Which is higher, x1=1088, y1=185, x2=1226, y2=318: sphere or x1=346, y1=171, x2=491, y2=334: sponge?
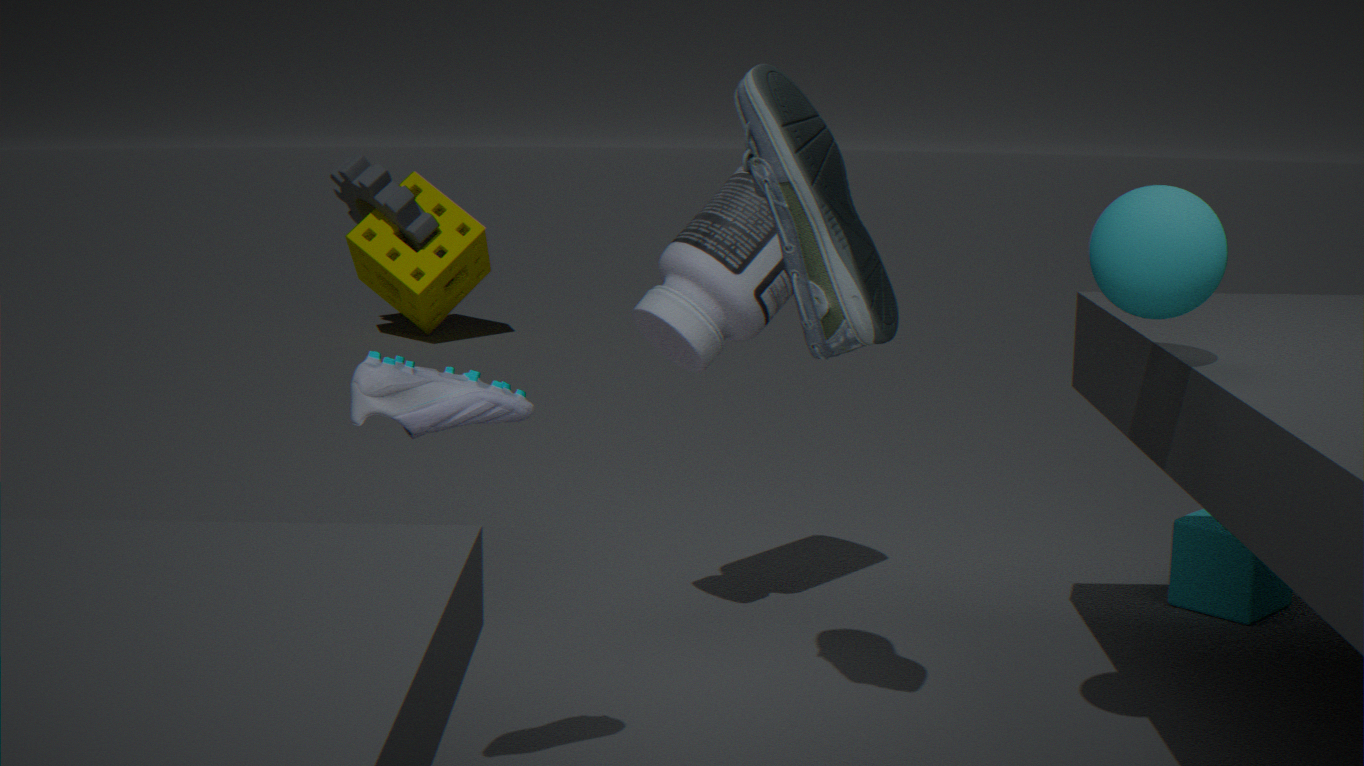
x1=1088, y1=185, x2=1226, y2=318: sphere
